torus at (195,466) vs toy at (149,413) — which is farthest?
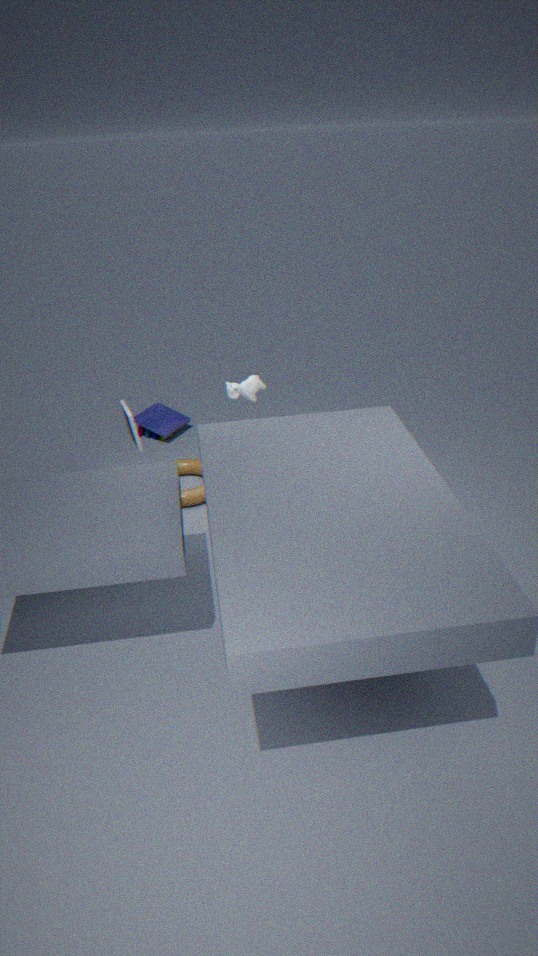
toy at (149,413)
